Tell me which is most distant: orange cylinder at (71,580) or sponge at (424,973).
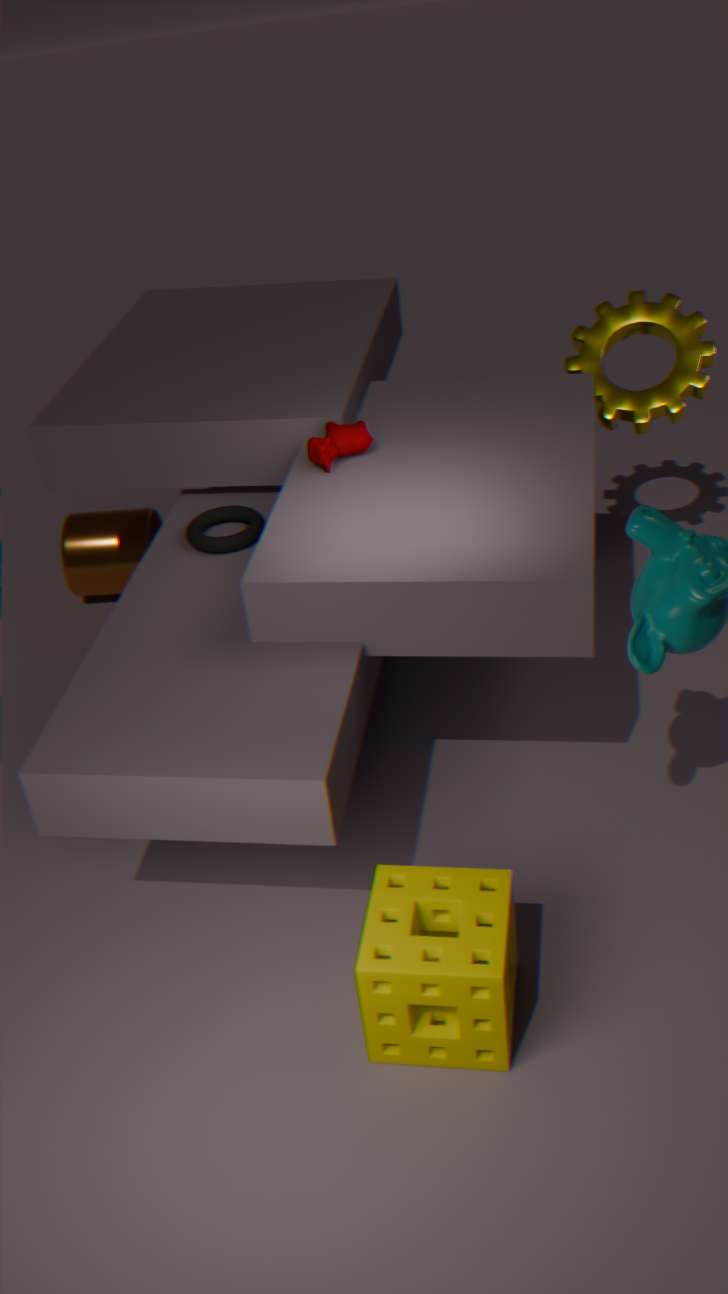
orange cylinder at (71,580)
